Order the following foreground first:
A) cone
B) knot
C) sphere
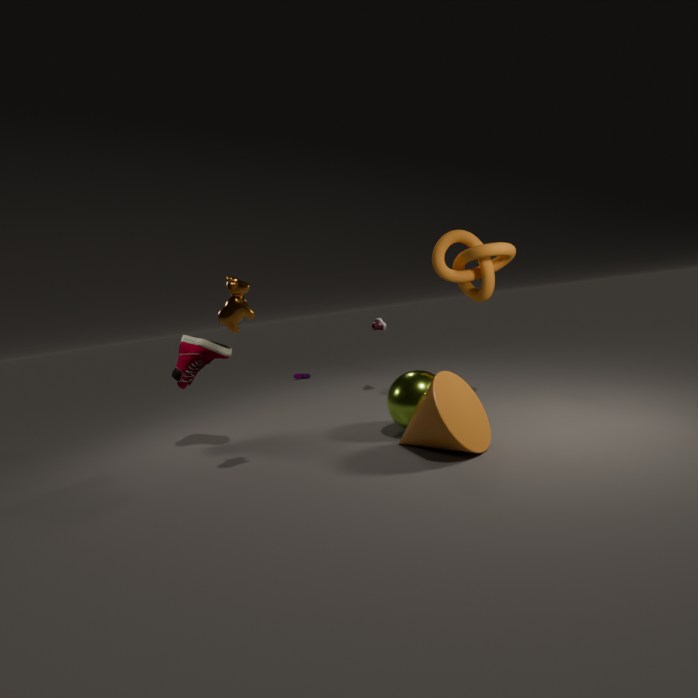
1. cone
2. sphere
3. knot
